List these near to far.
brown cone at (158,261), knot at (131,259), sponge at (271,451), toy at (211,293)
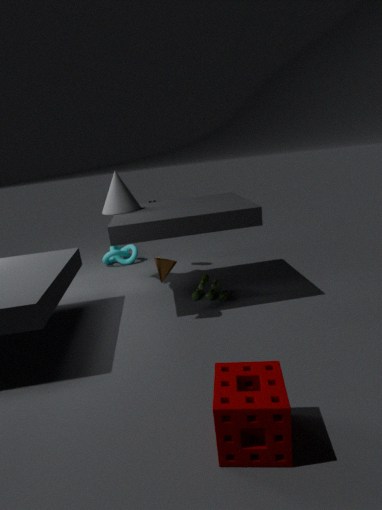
sponge at (271,451)
brown cone at (158,261)
toy at (211,293)
knot at (131,259)
